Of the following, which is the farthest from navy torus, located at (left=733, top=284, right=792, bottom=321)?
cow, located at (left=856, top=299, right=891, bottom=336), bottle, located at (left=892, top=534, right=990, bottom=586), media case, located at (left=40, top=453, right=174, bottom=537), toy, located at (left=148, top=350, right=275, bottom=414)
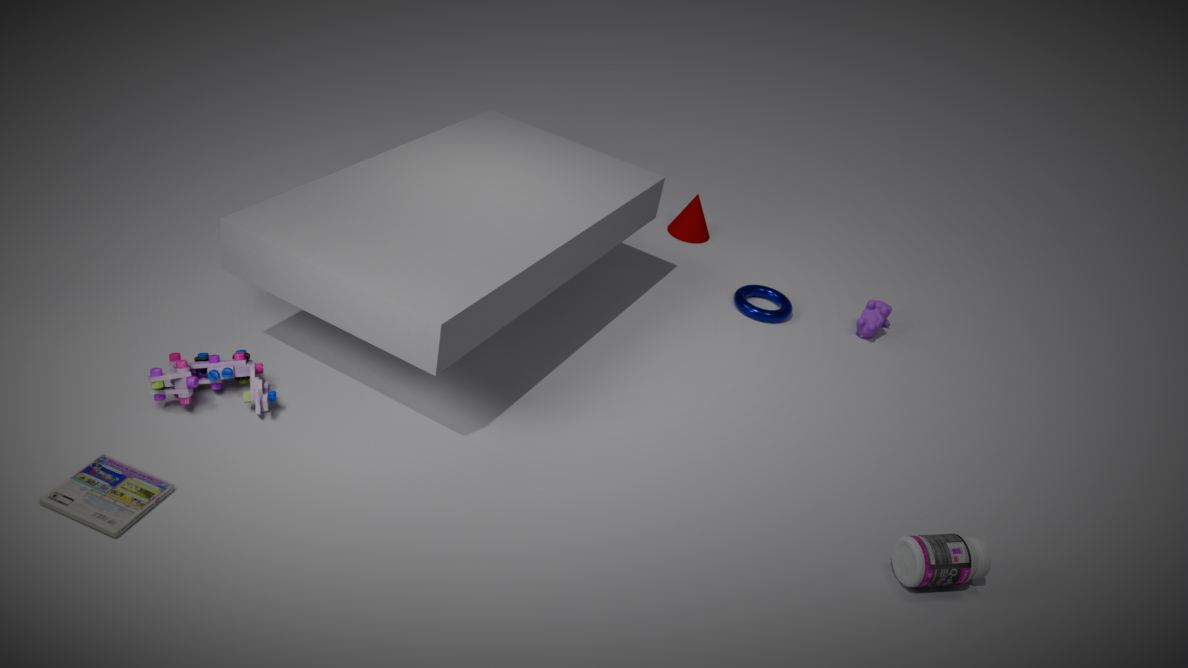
media case, located at (left=40, top=453, right=174, bottom=537)
